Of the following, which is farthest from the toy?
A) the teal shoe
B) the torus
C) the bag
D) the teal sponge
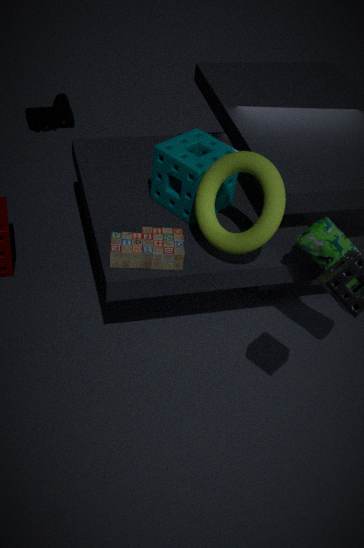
the teal shoe
